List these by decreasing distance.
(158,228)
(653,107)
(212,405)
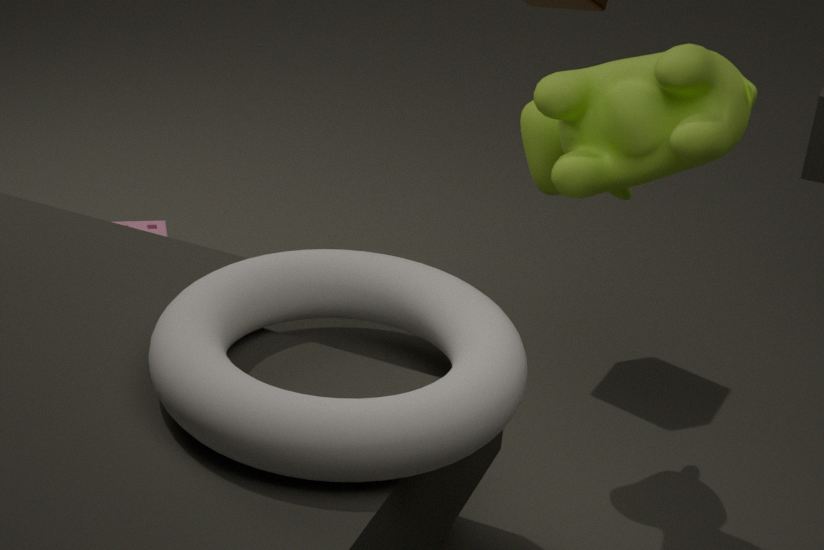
(158,228)
(653,107)
(212,405)
